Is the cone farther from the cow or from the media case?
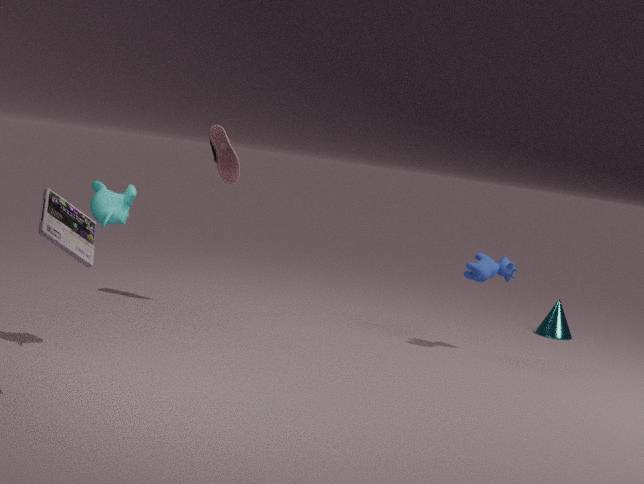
the media case
